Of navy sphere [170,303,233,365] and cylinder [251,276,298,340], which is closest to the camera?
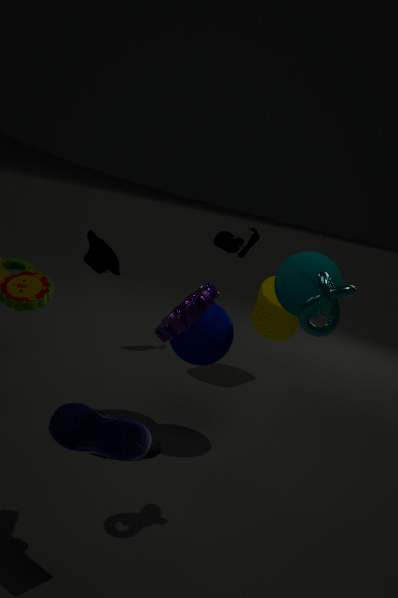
navy sphere [170,303,233,365]
